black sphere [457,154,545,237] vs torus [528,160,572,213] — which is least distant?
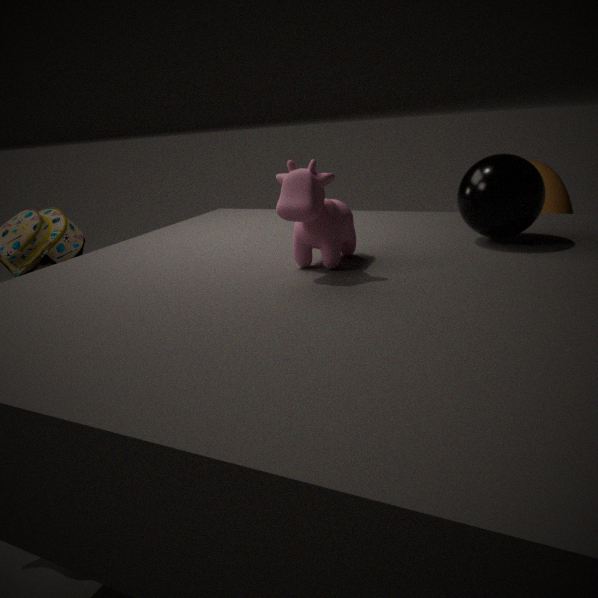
black sphere [457,154,545,237]
